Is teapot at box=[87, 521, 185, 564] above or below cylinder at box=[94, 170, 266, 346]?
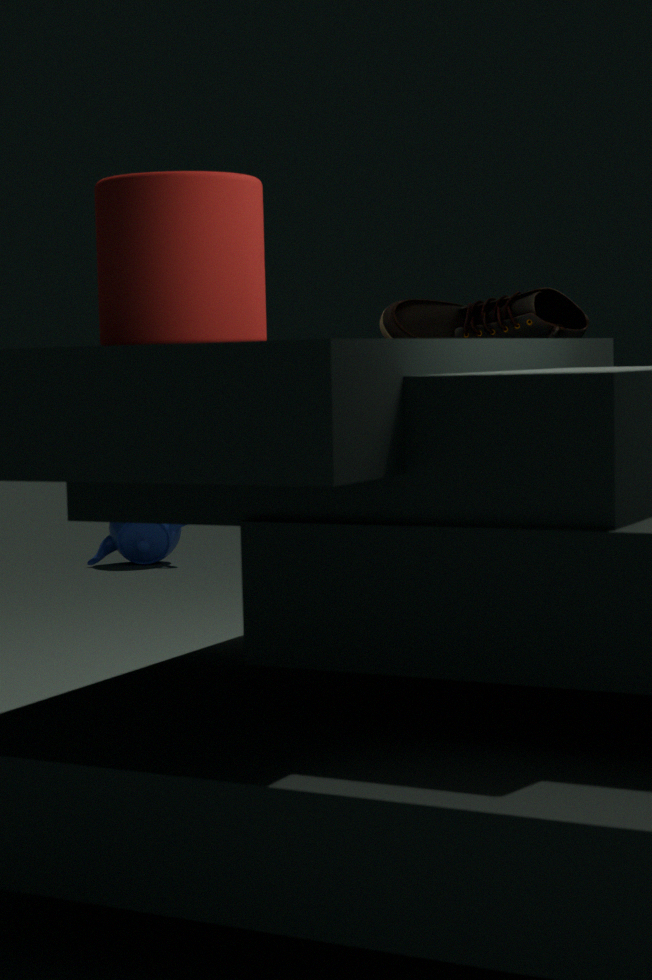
below
